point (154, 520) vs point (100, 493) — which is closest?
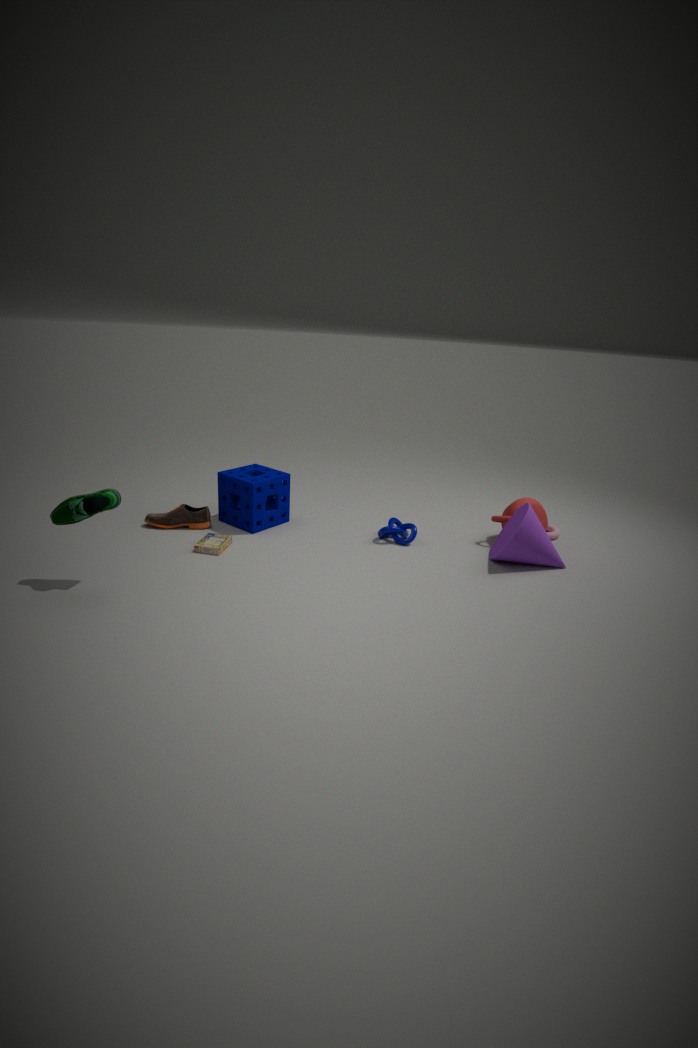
point (100, 493)
